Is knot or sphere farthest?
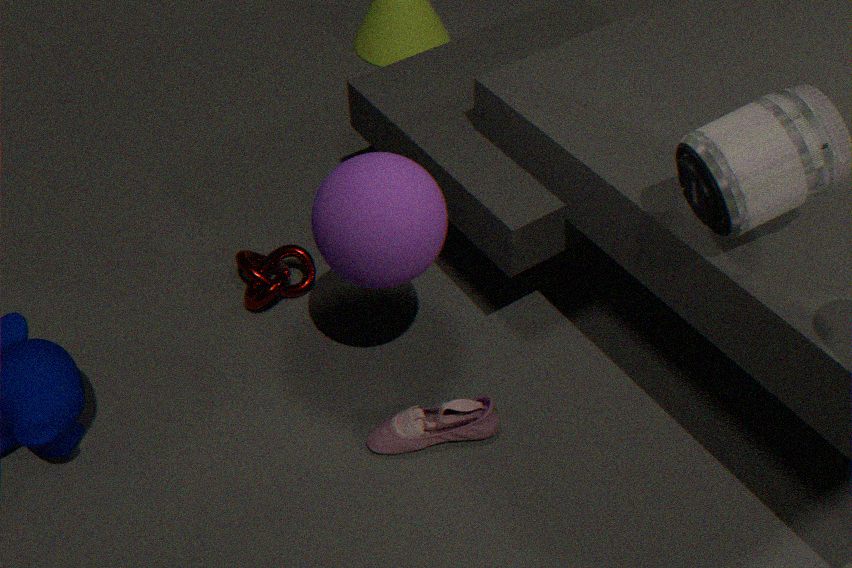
knot
